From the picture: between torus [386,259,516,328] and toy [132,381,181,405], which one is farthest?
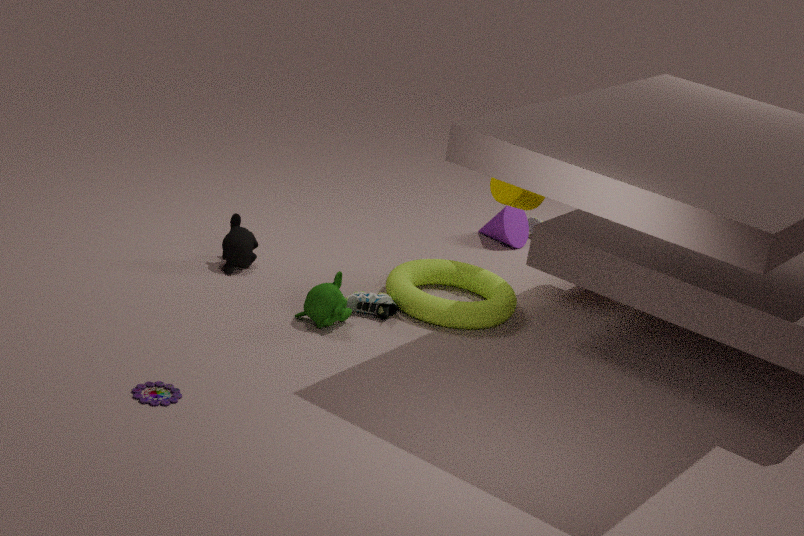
torus [386,259,516,328]
